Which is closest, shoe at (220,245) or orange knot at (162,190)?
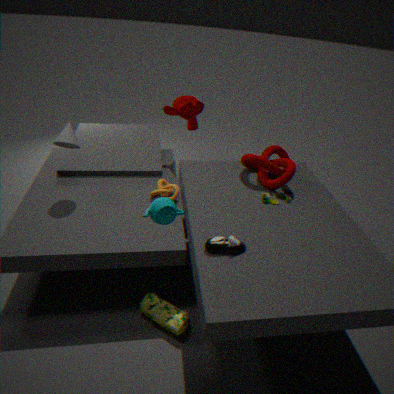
shoe at (220,245)
